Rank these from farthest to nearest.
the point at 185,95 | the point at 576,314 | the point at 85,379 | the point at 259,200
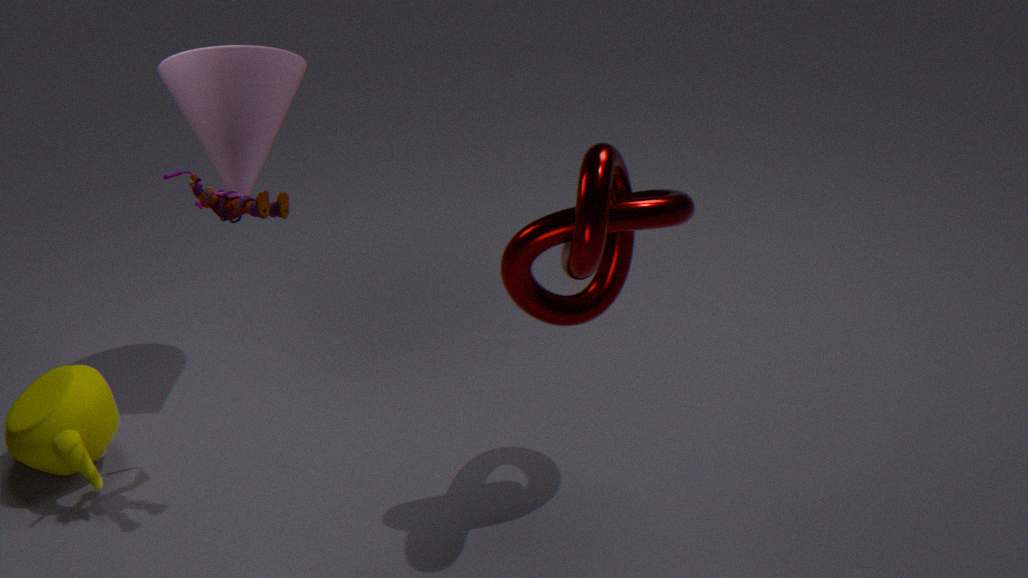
the point at 185,95
the point at 85,379
the point at 576,314
the point at 259,200
